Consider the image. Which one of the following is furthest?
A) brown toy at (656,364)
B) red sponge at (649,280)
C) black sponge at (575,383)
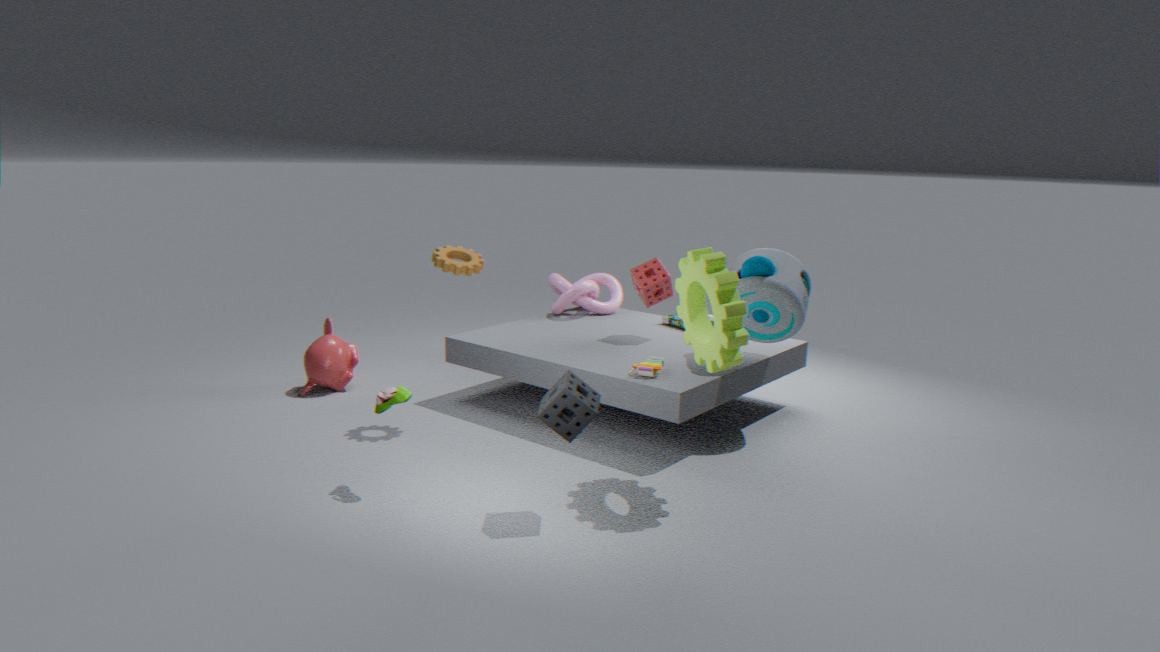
red sponge at (649,280)
